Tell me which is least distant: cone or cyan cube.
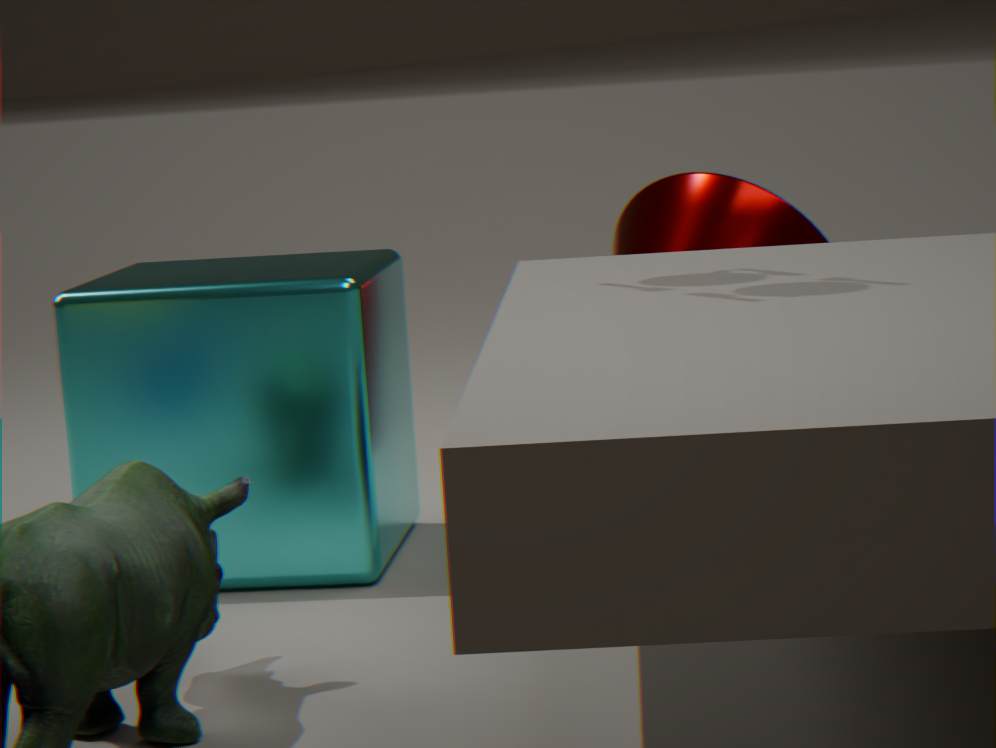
cyan cube
